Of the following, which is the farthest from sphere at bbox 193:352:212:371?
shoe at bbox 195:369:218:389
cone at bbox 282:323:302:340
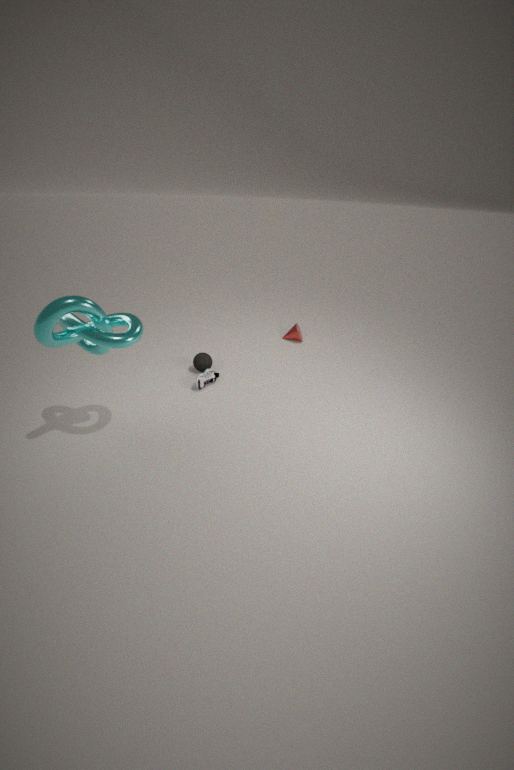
cone at bbox 282:323:302:340
